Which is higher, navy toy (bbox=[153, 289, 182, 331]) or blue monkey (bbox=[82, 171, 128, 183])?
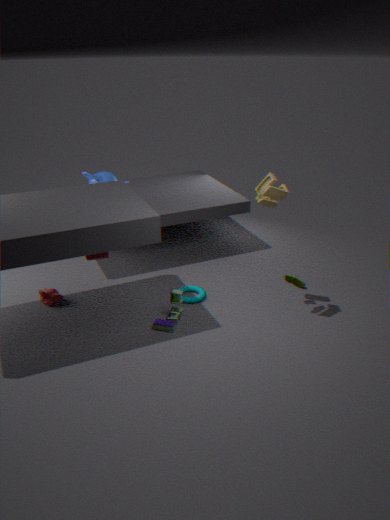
blue monkey (bbox=[82, 171, 128, 183])
